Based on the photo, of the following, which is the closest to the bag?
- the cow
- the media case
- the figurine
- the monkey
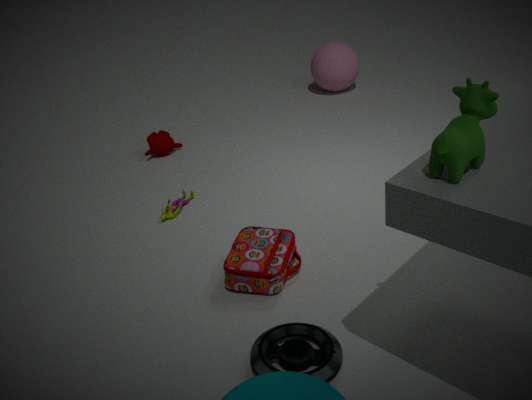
the media case
